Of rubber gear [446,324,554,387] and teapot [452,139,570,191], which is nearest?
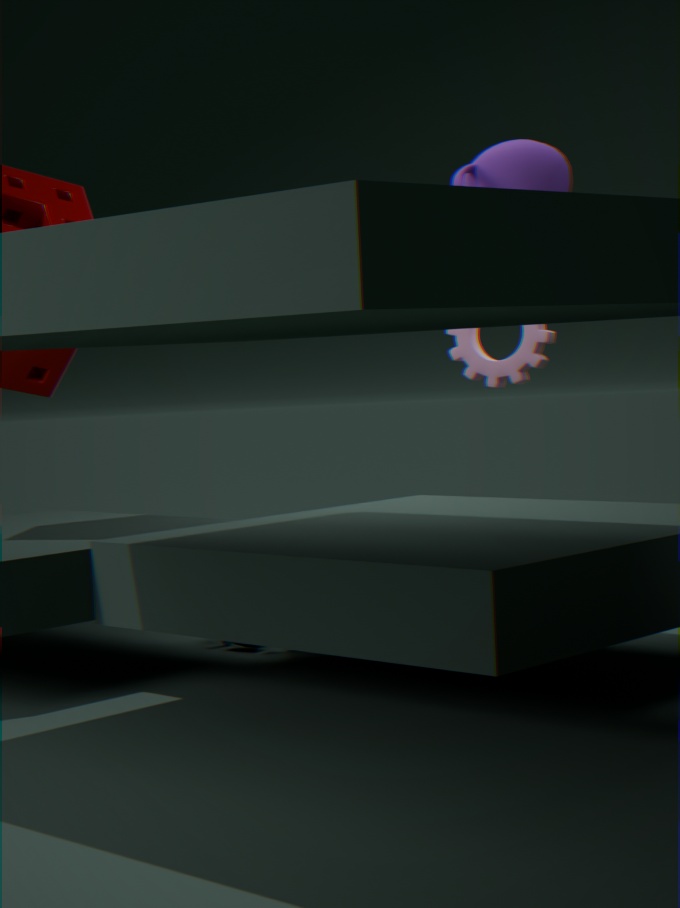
teapot [452,139,570,191]
